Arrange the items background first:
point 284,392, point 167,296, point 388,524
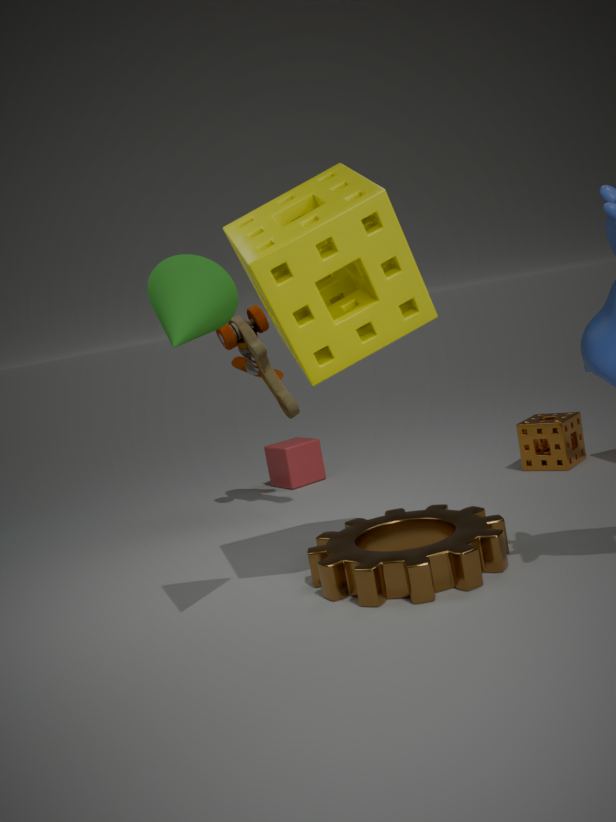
point 284,392 → point 388,524 → point 167,296
